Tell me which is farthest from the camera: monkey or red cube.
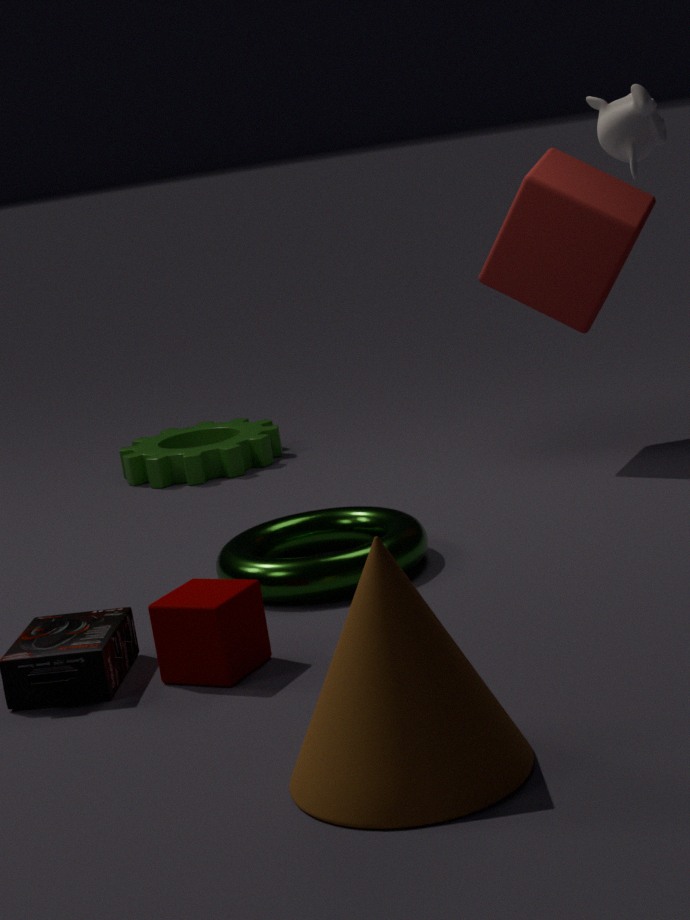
red cube
